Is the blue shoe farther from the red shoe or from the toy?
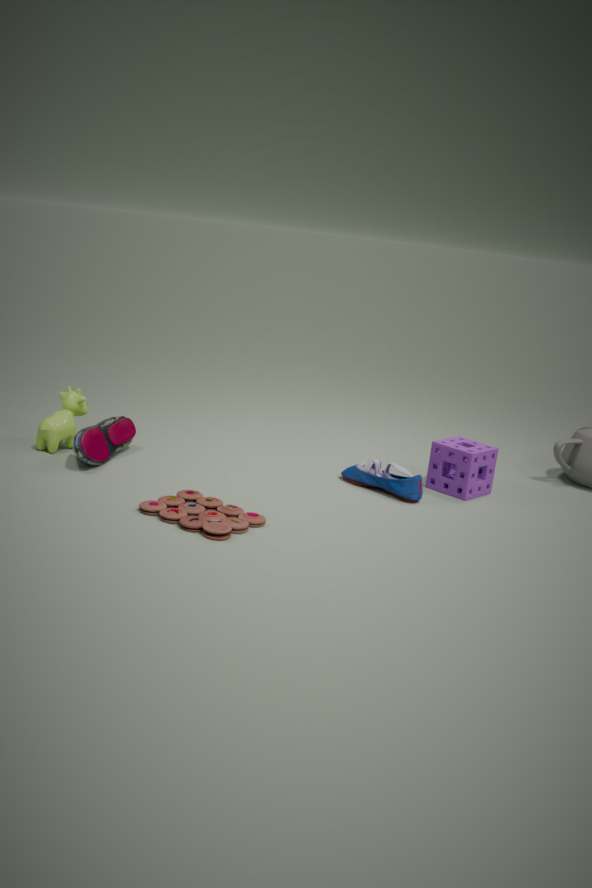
the red shoe
